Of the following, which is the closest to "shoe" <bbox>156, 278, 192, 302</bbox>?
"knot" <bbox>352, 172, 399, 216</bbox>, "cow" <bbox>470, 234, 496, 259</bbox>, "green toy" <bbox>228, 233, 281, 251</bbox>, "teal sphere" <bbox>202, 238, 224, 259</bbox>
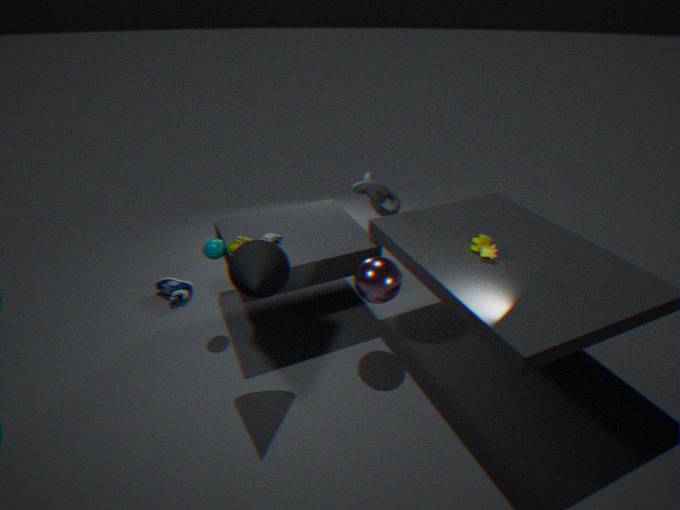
"teal sphere" <bbox>202, 238, 224, 259</bbox>
